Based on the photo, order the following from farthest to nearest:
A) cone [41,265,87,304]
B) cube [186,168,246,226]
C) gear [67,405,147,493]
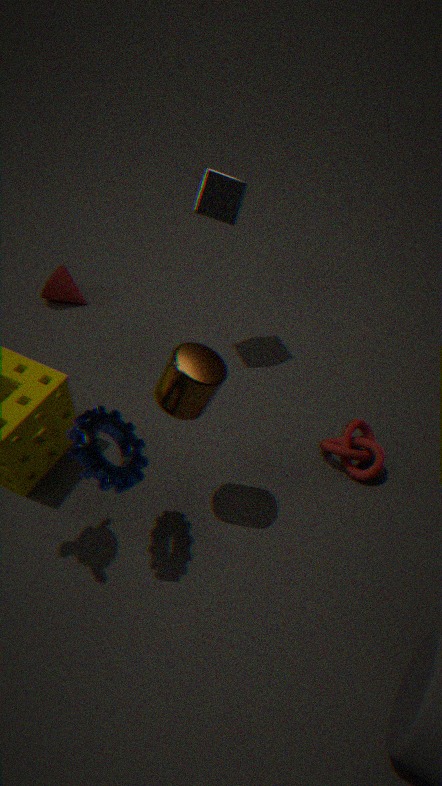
cone [41,265,87,304] → cube [186,168,246,226] → gear [67,405,147,493]
